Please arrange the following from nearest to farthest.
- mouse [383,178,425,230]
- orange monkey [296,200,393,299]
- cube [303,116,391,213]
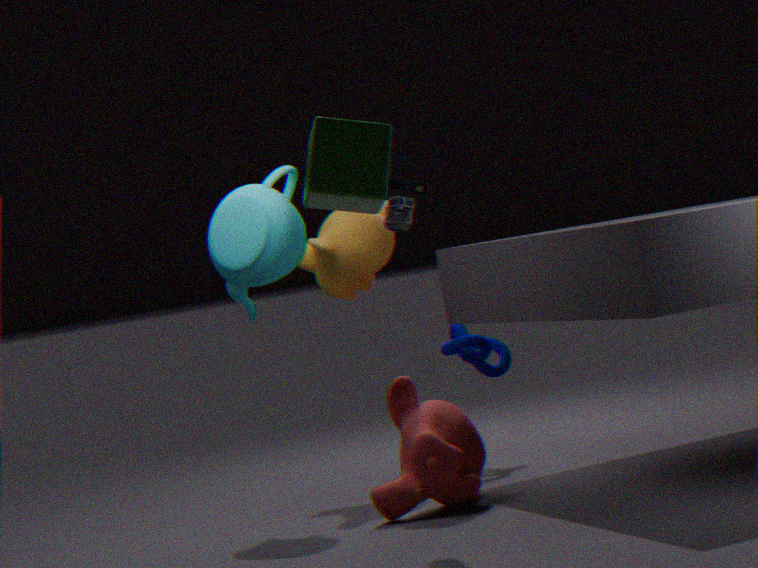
cube [303,116,391,213] → mouse [383,178,425,230] → orange monkey [296,200,393,299]
